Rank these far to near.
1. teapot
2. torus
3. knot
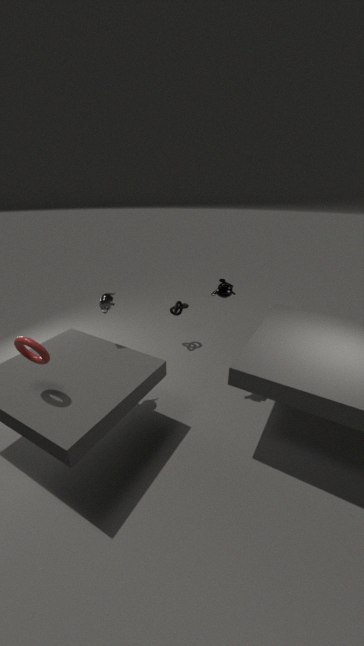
1. knot
2. teapot
3. torus
